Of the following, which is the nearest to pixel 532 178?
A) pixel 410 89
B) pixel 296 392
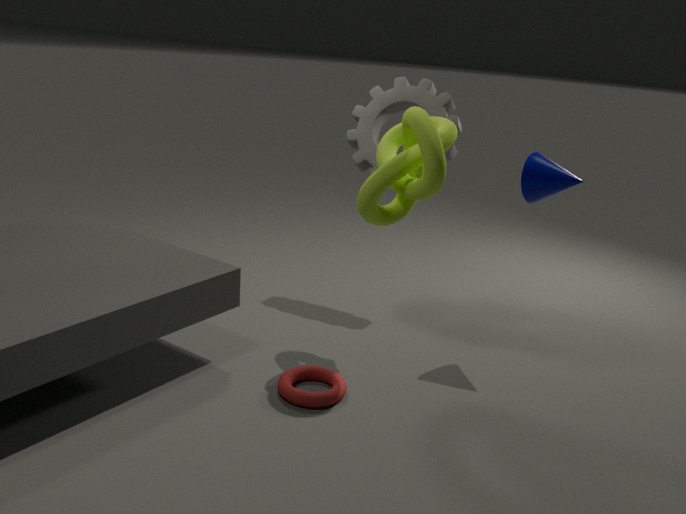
pixel 410 89
